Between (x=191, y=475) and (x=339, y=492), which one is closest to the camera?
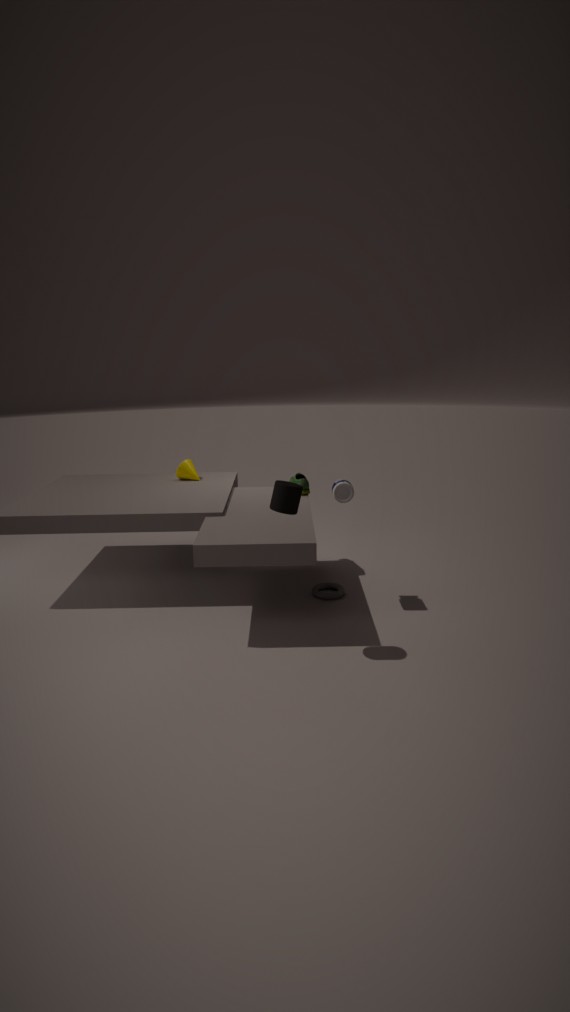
(x=339, y=492)
